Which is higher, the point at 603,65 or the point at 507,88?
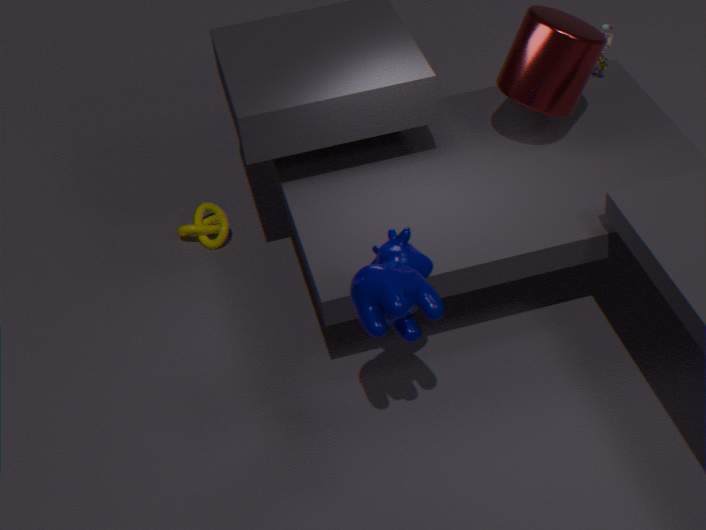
the point at 507,88
